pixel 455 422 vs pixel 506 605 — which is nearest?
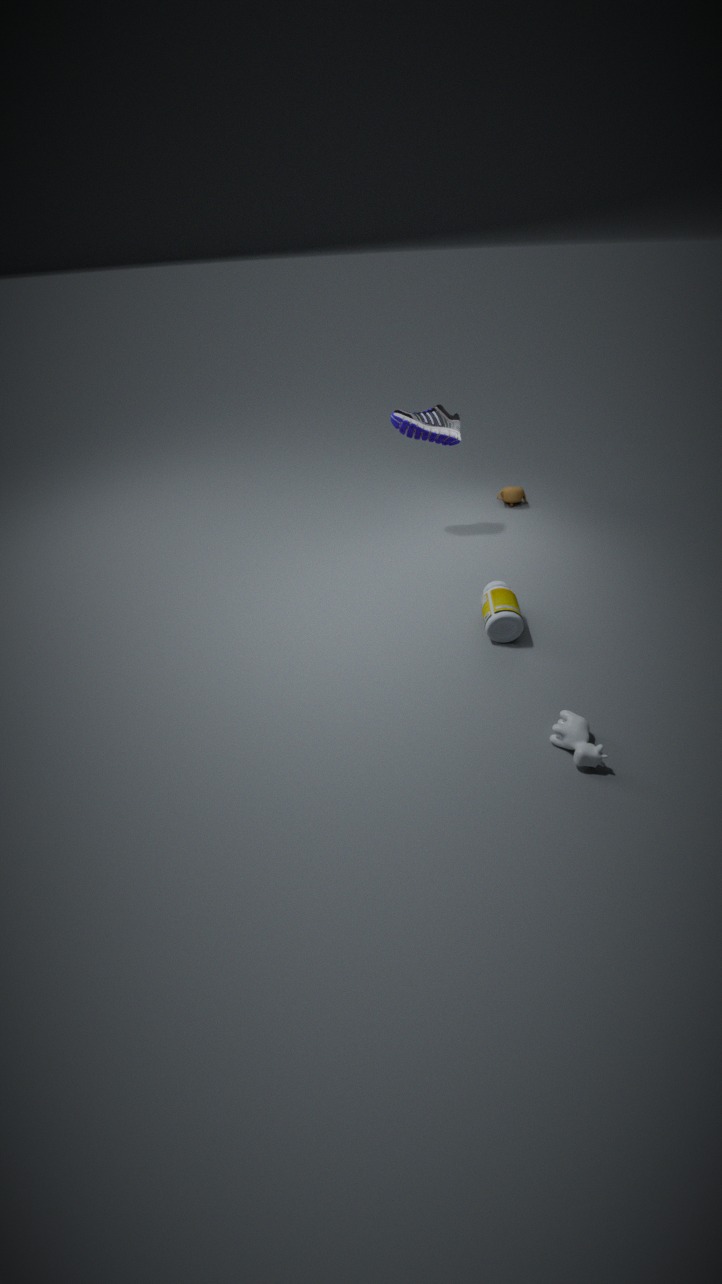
pixel 506 605
